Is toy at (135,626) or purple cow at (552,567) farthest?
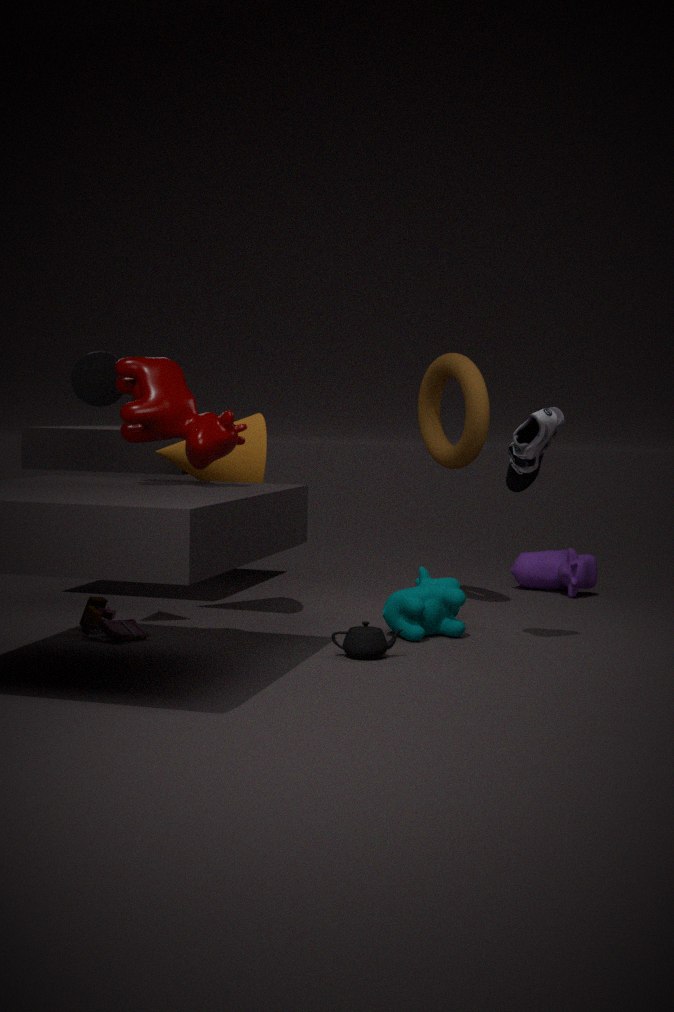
purple cow at (552,567)
